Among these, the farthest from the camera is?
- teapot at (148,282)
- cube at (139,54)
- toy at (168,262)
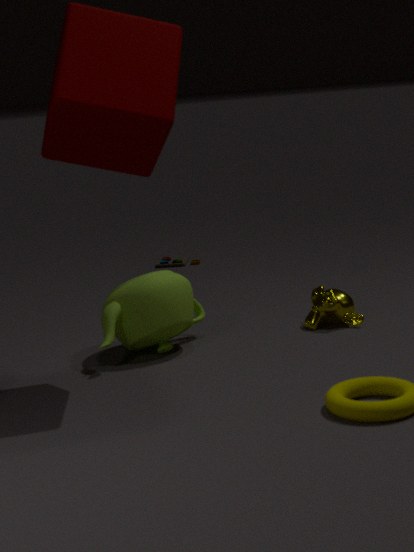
toy at (168,262)
